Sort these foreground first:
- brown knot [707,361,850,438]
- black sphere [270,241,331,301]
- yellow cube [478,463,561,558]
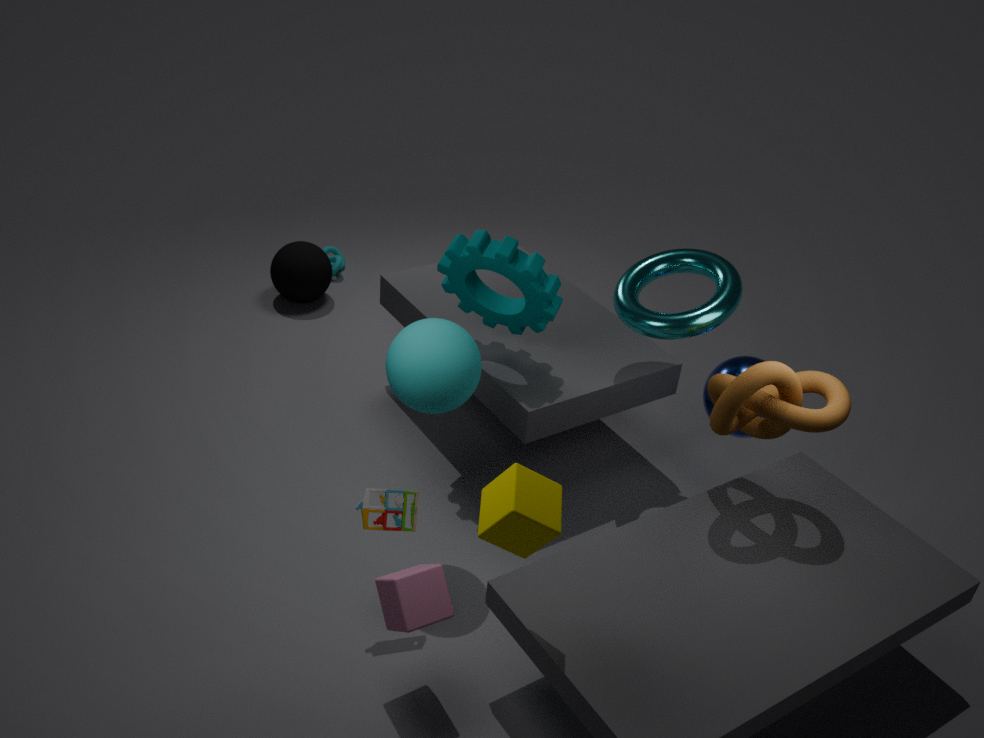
yellow cube [478,463,561,558]
brown knot [707,361,850,438]
black sphere [270,241,331,301]
